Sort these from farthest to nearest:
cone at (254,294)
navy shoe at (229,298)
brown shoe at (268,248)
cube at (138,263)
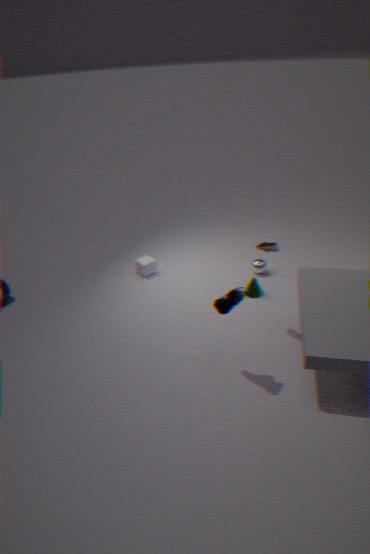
cube at (138,263) < cone at (254,294) < brown shoe at (268,248) < navy shoe at (229,298)
